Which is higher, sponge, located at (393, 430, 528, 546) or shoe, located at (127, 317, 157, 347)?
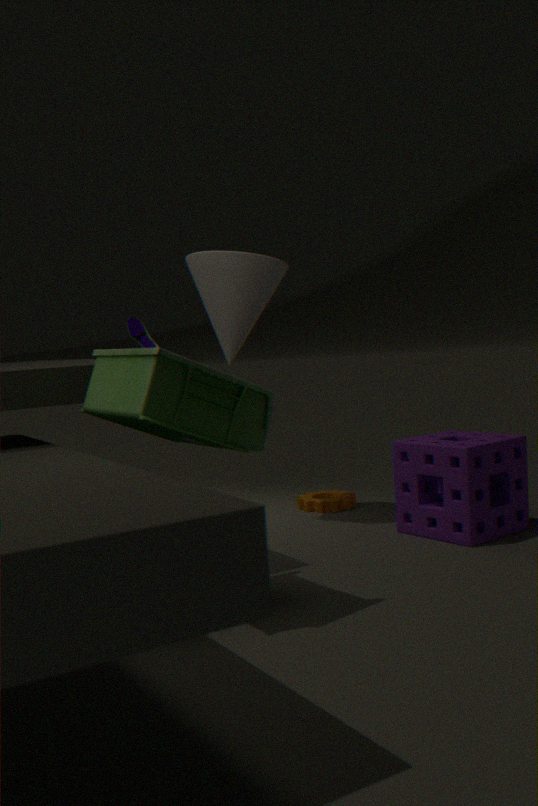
shoe, located at (127, 317, 157, 347)
